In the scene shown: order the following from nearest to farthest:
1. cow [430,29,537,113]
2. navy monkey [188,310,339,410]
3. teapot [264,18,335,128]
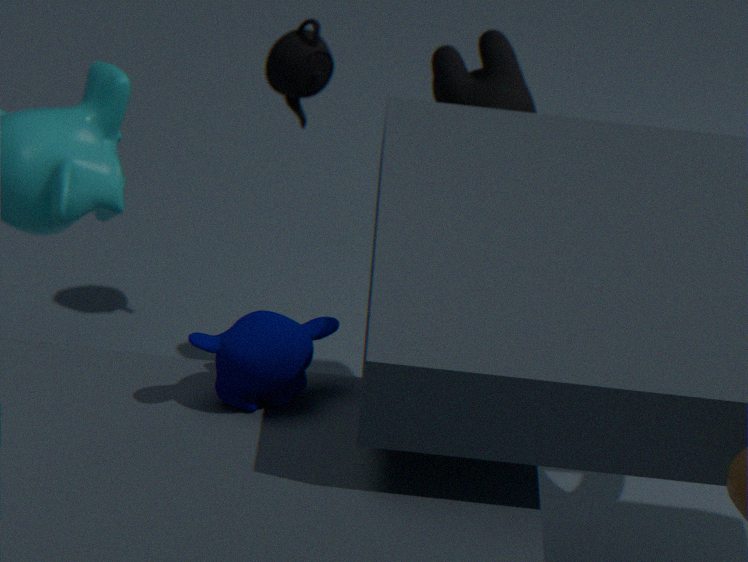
1. navy monkey [188,310,339,410]
2. cow [430,29,537,113]
3. teapot [264,18,335,128]
